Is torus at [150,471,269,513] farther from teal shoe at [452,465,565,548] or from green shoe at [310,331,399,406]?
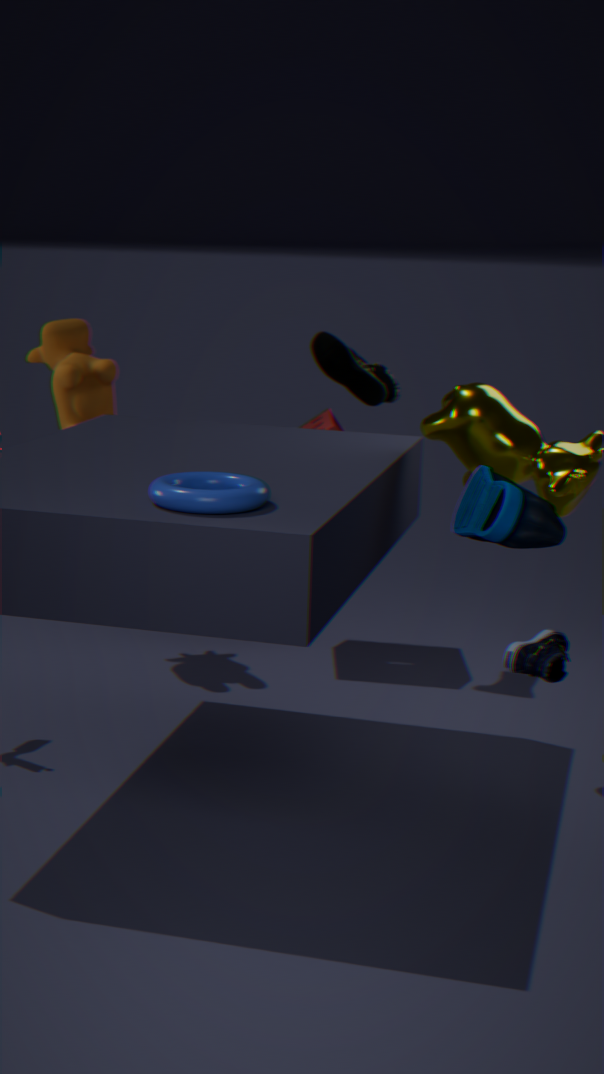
green shoe at [310,331,399,406]
